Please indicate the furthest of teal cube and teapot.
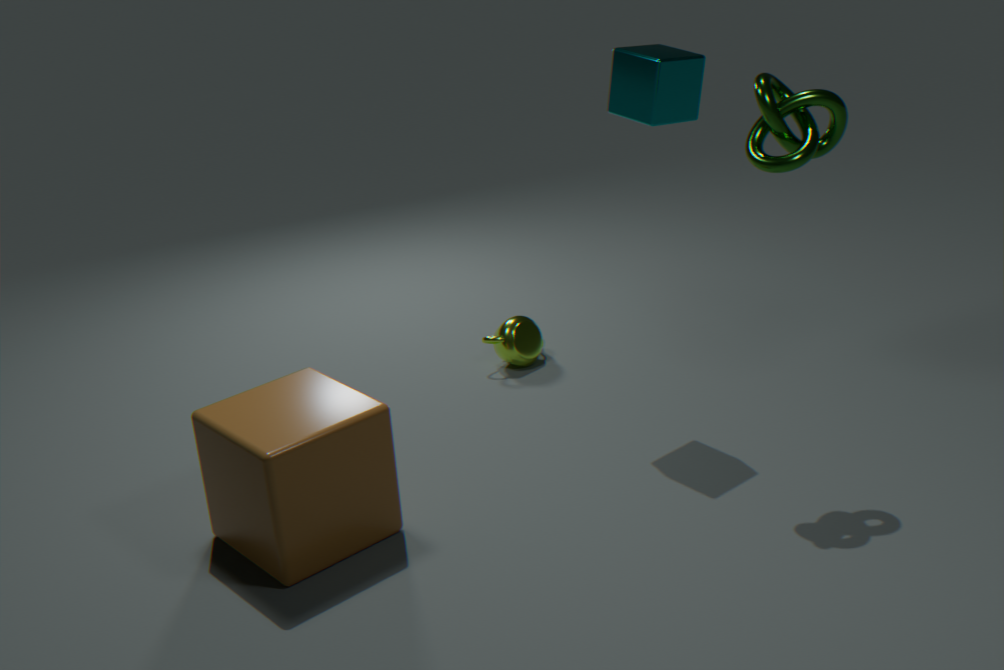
teapot
